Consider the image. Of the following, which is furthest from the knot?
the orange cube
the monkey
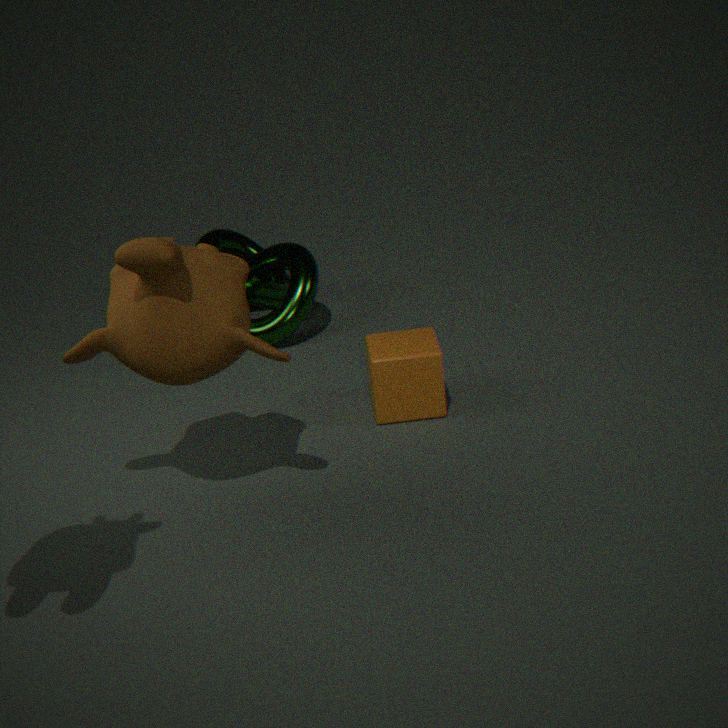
the monkey
